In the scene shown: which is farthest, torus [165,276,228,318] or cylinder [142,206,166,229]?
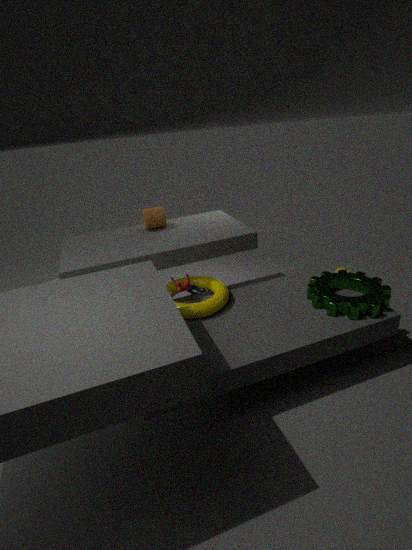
cylinder [142,206,166,229]
